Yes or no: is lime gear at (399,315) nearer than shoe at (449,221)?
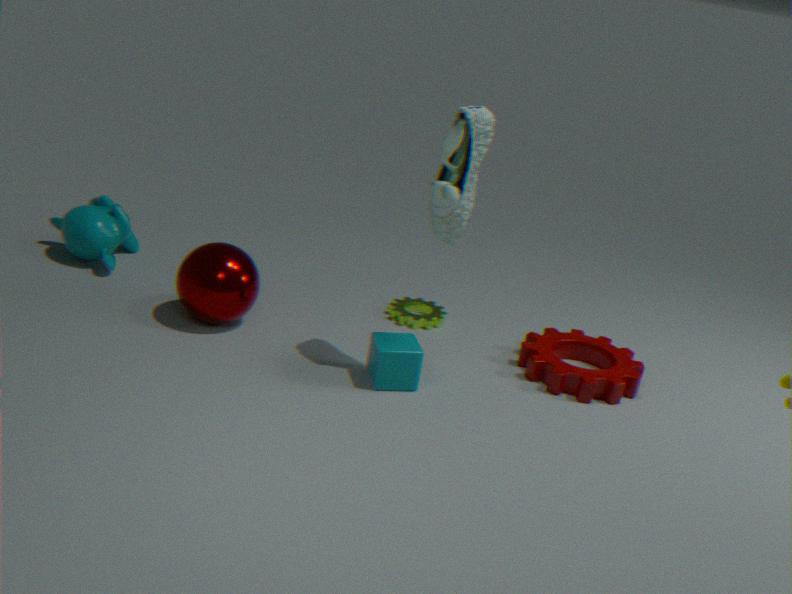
No
